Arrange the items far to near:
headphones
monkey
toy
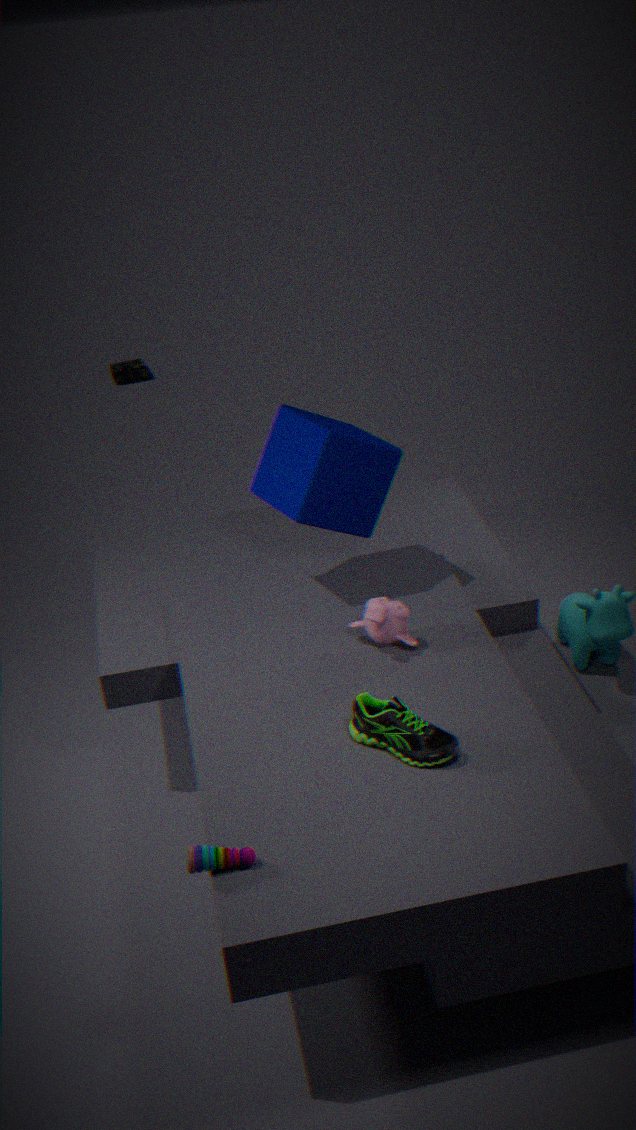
headphones
monkey
toy
